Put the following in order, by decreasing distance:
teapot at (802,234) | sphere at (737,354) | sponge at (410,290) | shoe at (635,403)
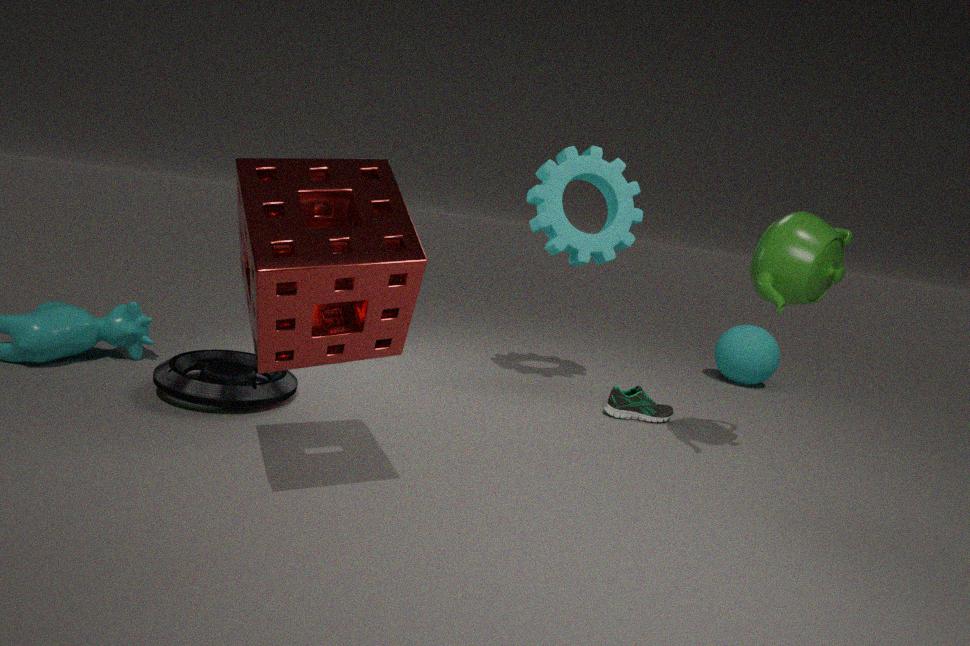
sphere at (737,354), shoe at (635,403), teapot at (802,234), sponge at (410,290)
